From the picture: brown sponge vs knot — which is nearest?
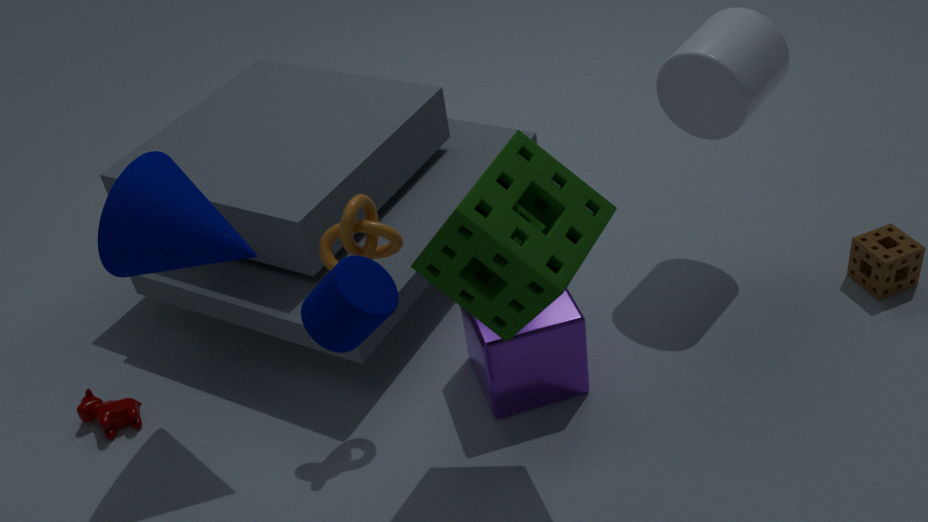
knot
